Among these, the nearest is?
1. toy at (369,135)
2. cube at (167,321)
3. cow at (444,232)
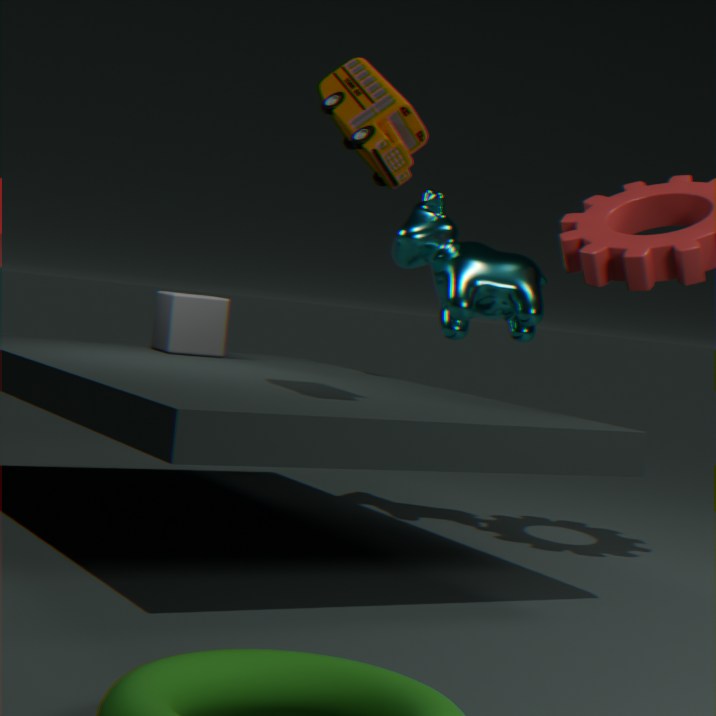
toy at (369,135)
